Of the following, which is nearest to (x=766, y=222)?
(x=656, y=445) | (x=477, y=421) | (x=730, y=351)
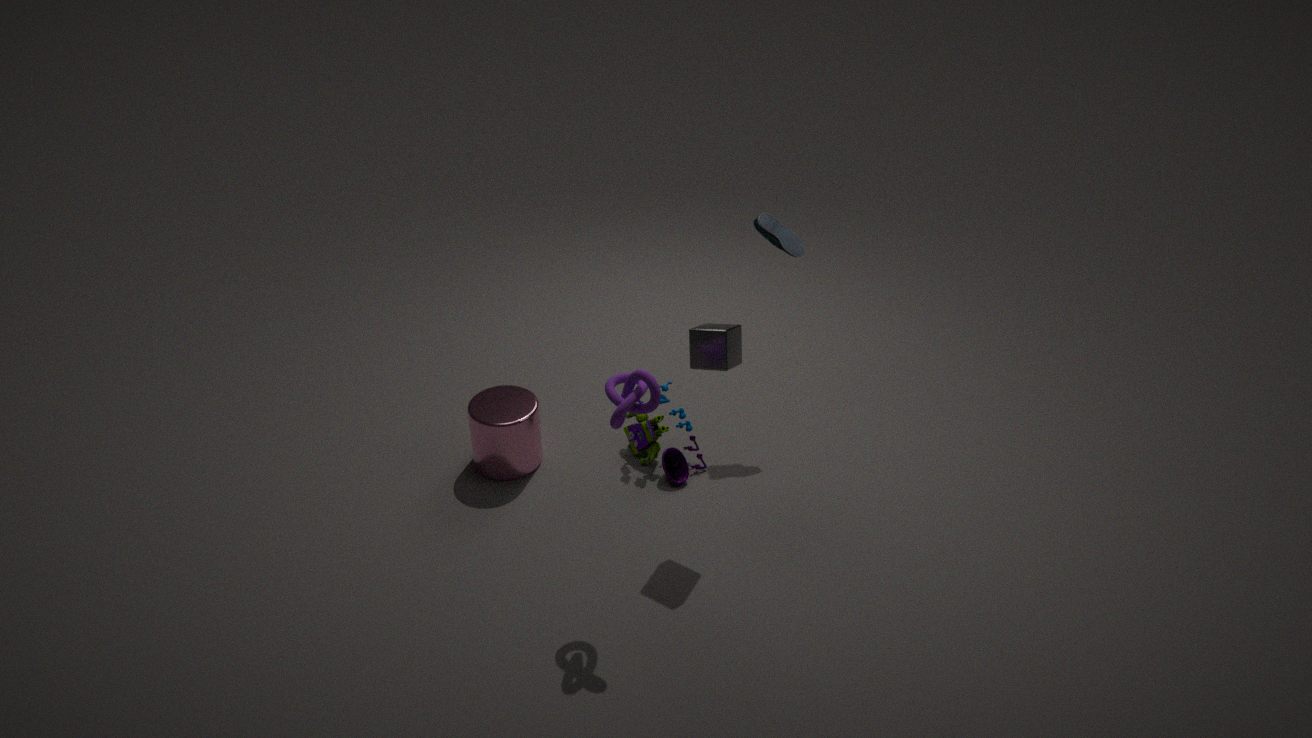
(x=730, y=351)
